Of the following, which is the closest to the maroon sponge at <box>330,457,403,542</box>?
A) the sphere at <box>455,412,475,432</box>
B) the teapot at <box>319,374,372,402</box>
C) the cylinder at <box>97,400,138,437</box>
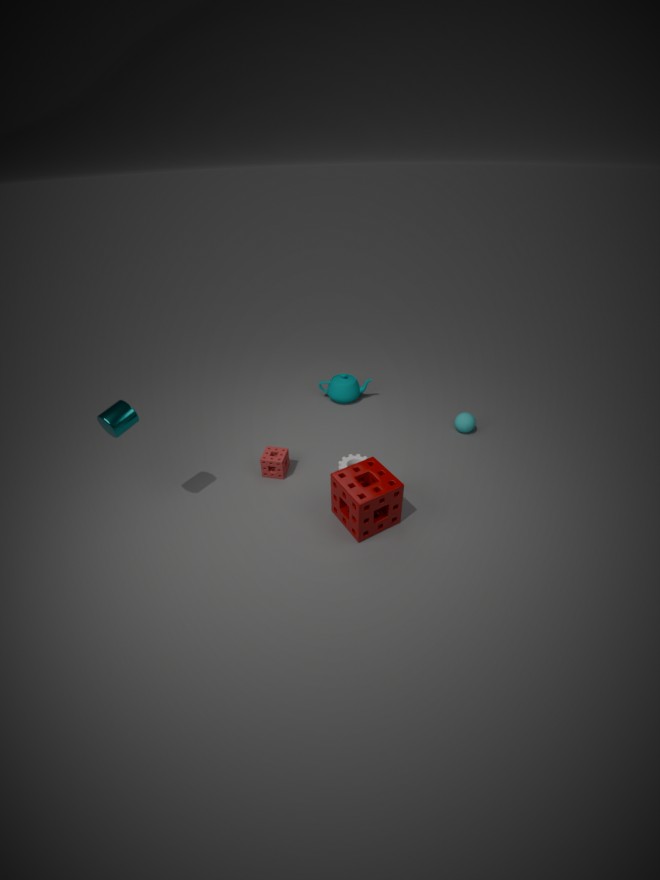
the sphere at <box>455,412,475,432</box>
